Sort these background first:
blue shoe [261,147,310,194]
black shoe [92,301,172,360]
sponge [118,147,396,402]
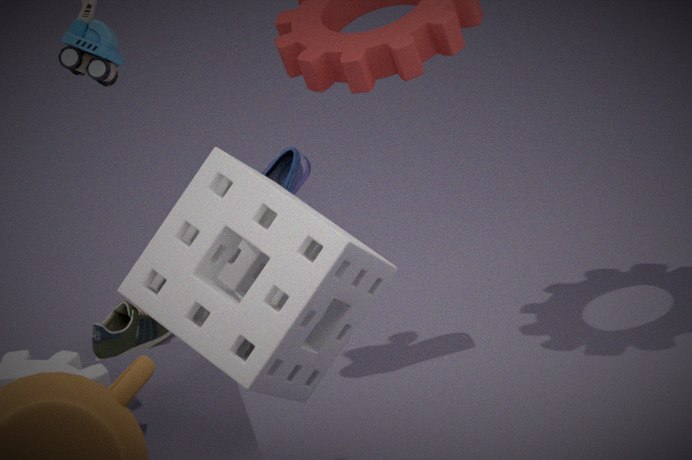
black shoe [92,301,172,360] → blue shoe [261,147,310,194] → sponge [118,147,396,402]
